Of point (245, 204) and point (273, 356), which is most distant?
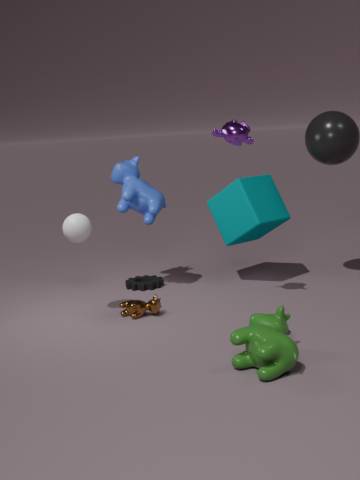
point (245, 204)
